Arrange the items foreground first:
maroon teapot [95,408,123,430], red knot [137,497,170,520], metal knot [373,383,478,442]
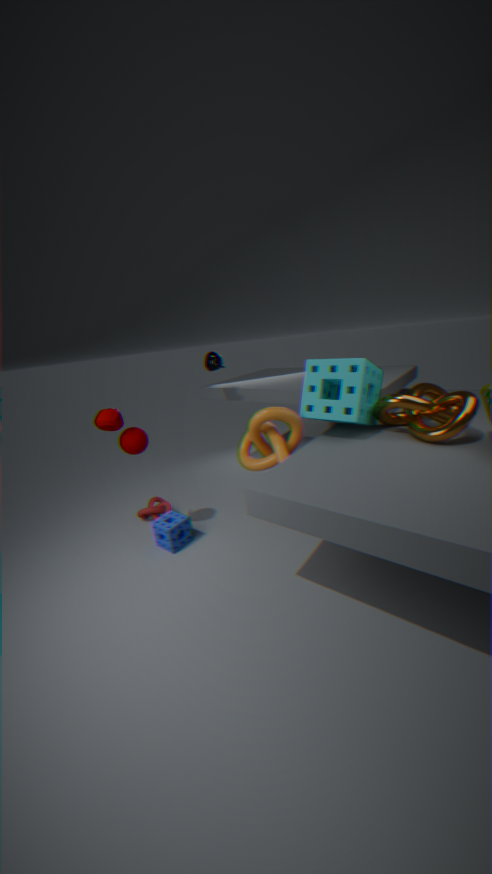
metal knot [373,383,478,442] < maroon teapot [95,408,123,430] < red knot [137,497,170,520]
